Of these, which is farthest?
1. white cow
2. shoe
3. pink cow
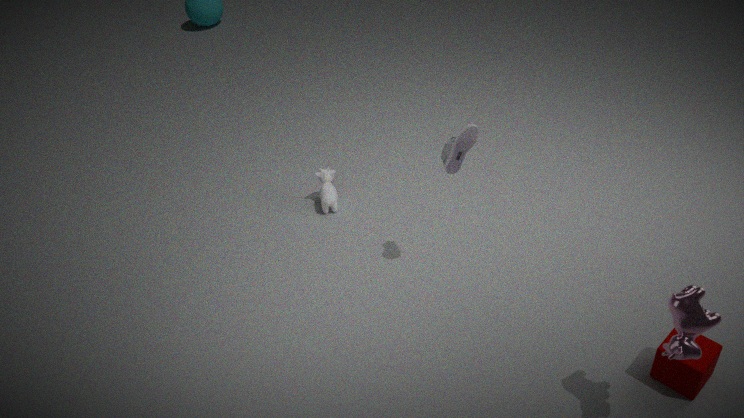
white cow
